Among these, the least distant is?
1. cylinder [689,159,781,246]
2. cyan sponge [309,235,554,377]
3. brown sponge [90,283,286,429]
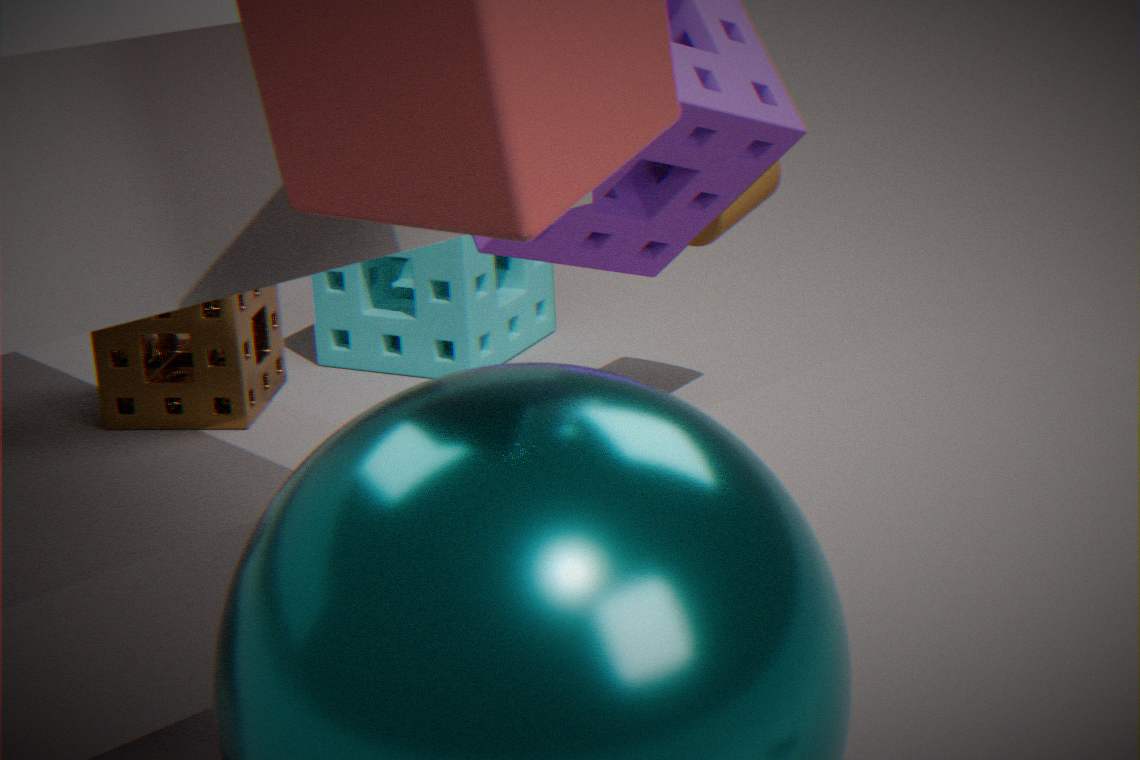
brown sponge [90,283,286,429]
